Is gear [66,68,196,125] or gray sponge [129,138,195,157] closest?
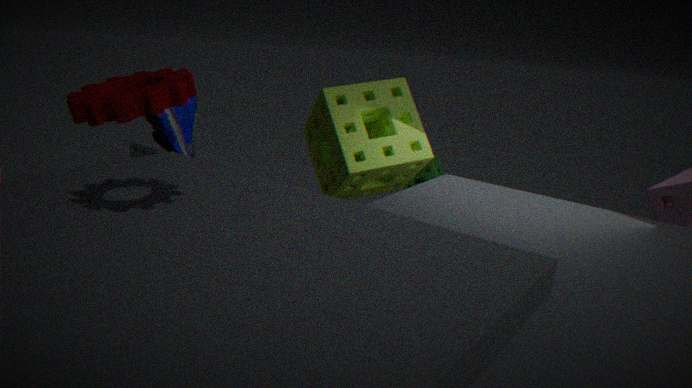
gear [66,68,196,125]
